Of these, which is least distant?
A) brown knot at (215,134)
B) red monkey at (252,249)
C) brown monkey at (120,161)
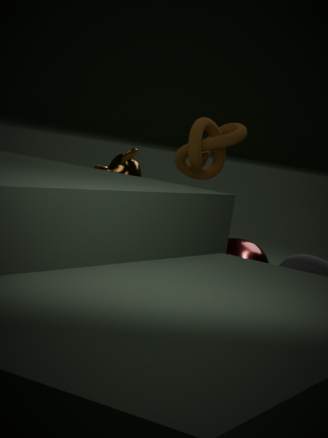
A. brown knot at (215,134)
